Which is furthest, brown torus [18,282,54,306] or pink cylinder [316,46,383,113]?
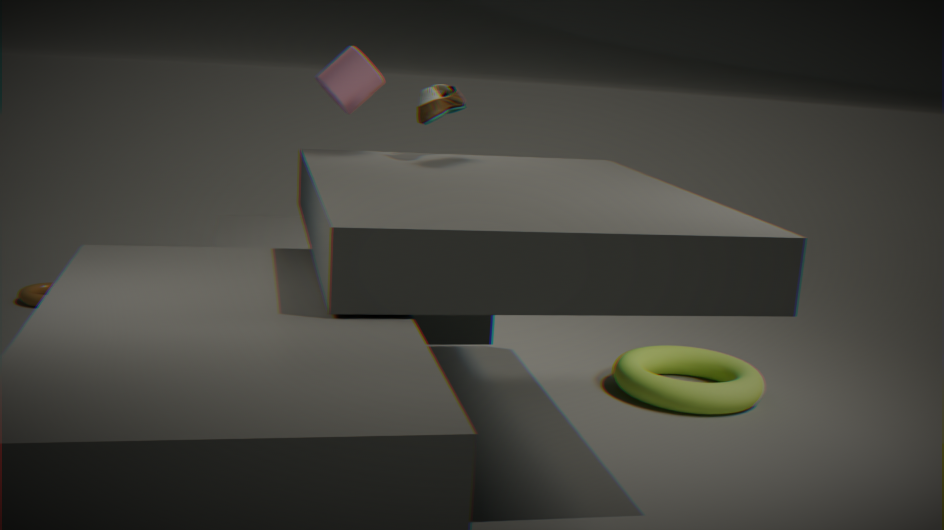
brown torus [18,282,54,306]
